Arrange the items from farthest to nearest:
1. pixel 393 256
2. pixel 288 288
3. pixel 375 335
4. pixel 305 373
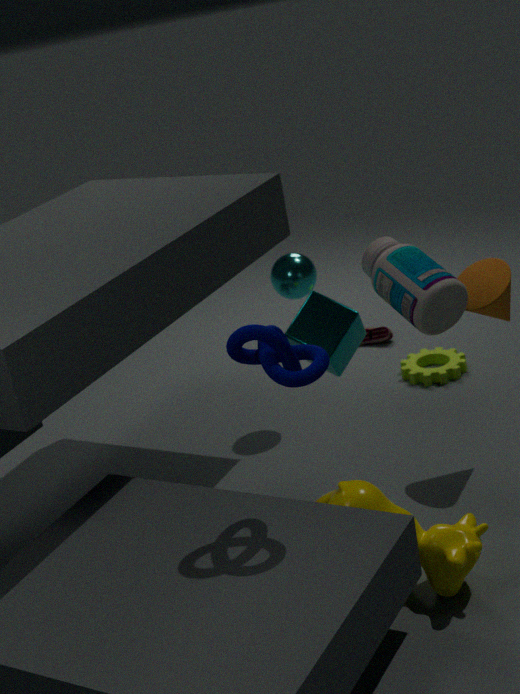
pixel 375 335 < pixel 288 288 < pixel 393 256 < pixel 305 373
